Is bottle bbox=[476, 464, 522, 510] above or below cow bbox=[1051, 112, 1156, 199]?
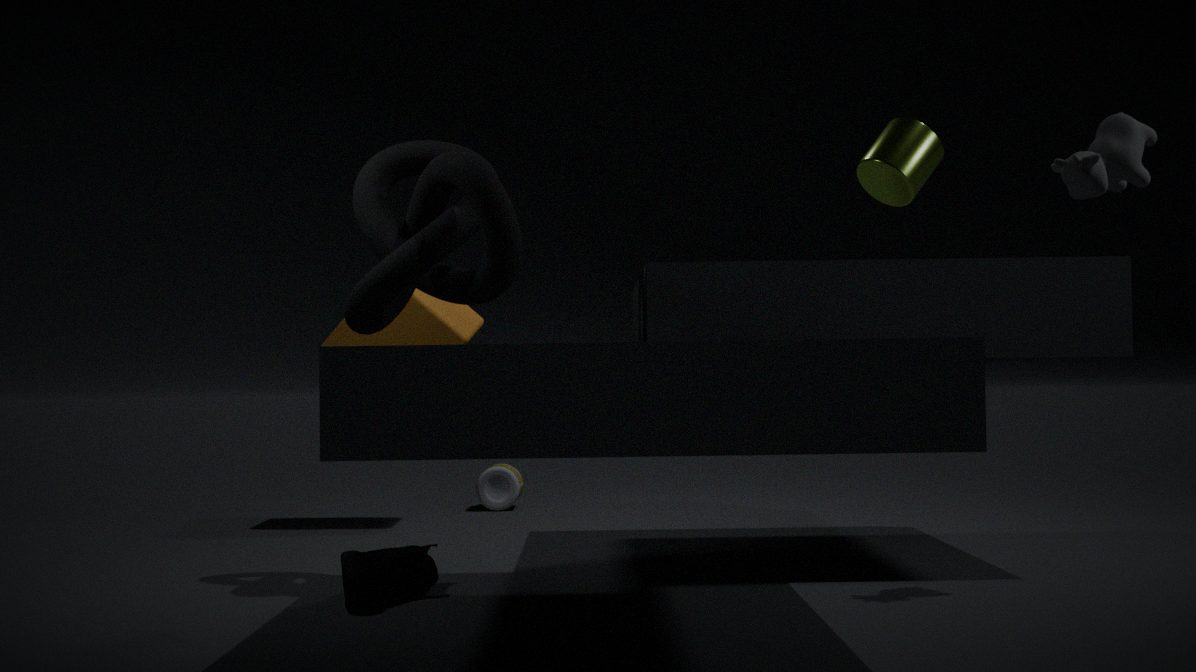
below
